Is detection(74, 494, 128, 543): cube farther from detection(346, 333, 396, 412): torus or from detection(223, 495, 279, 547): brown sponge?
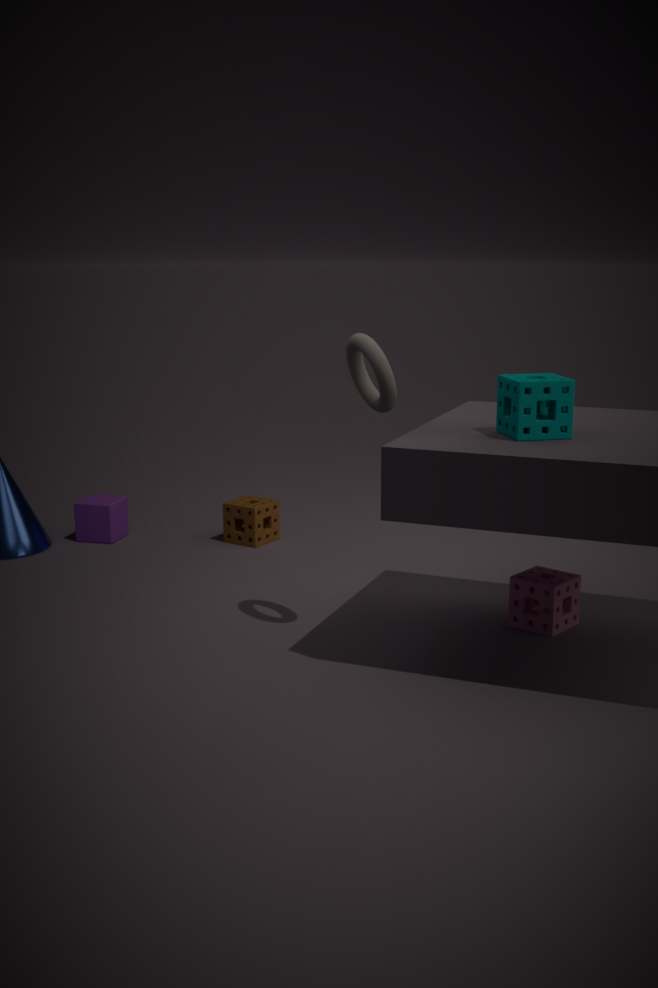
detection(346, 333, 396, 412): torus
